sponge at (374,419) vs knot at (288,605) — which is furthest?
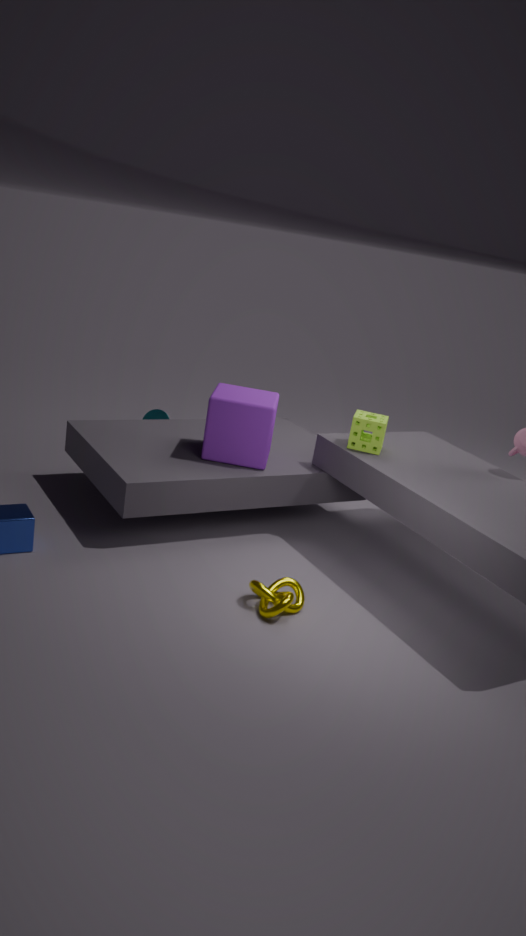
sponge at (374,419)
